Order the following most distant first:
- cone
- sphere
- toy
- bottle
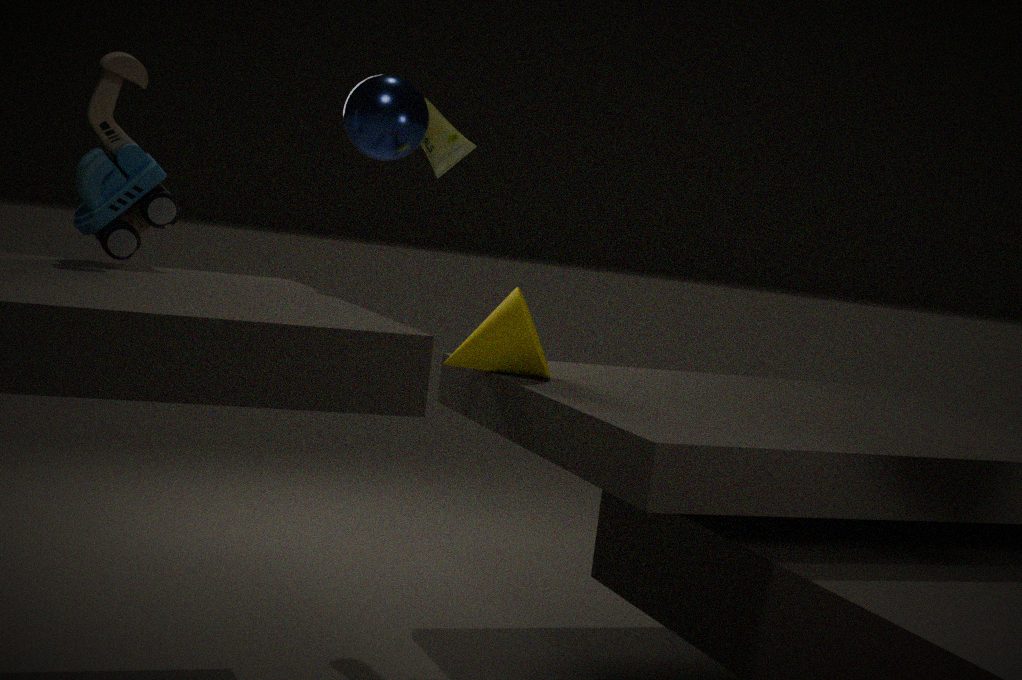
bottle, cone, sphere, toy
